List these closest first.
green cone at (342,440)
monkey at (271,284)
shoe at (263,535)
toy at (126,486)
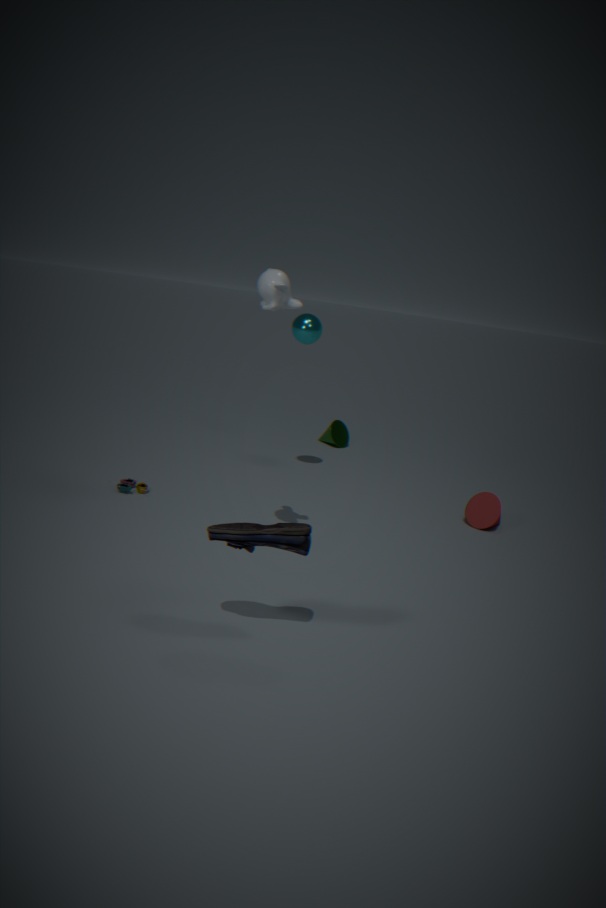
shoe at (263,535)
monkey at (271,284)
toy at (126,486)
green cone at (342,440)
